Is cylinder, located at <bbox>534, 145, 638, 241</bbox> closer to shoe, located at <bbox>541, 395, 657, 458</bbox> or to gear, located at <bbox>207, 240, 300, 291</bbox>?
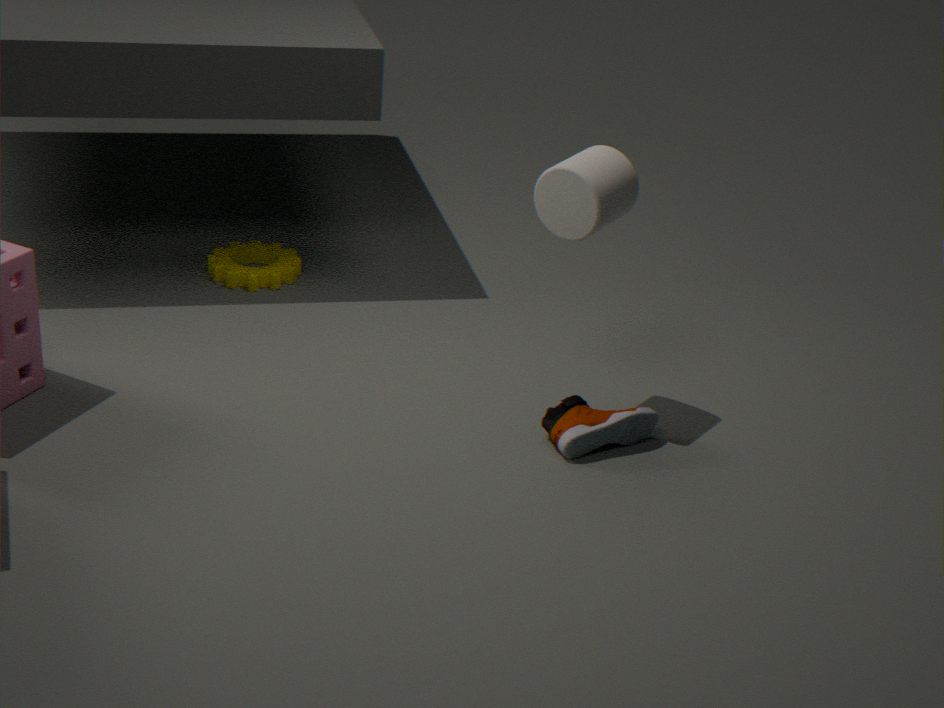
shoe, located at <bbox>541, 395, 657, 458</bbox>
